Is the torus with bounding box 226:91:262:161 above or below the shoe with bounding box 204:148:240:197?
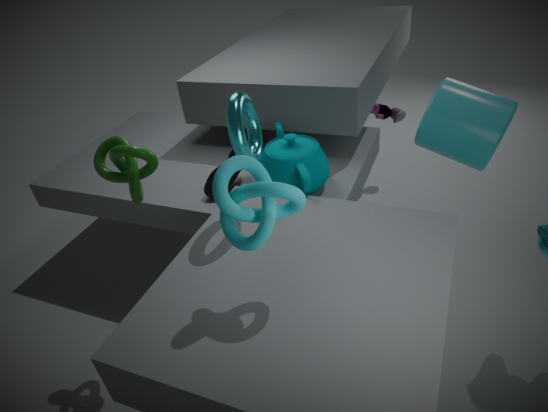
above
